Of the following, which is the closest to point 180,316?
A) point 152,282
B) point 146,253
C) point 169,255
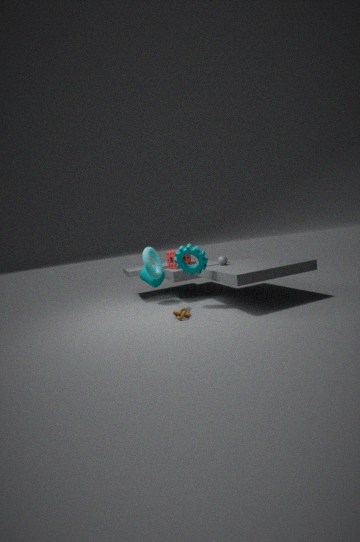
point 146,253
